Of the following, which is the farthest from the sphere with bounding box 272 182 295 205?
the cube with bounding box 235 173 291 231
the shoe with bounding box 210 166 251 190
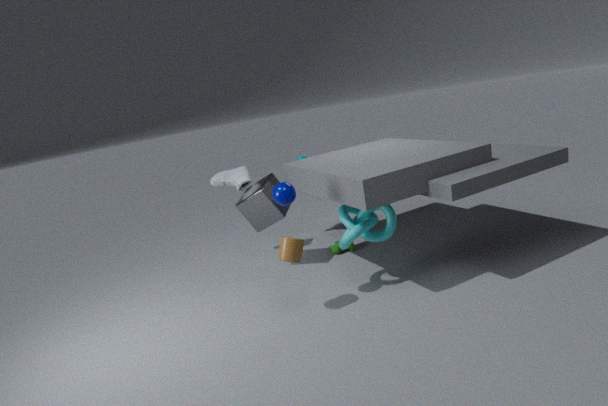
the shoe with bounding box 210 166 251 190
